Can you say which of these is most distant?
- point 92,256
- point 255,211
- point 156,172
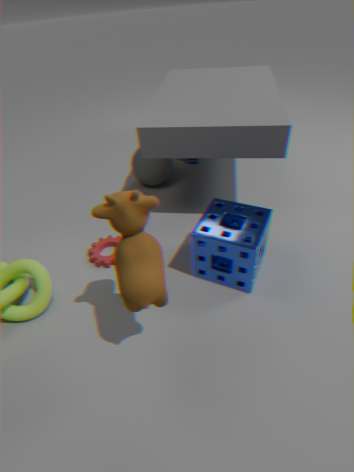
point 156,172
